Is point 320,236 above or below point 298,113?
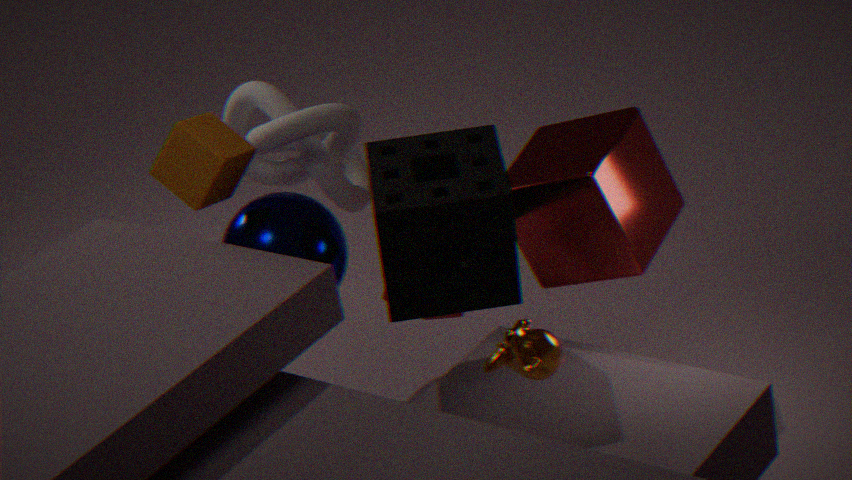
below
